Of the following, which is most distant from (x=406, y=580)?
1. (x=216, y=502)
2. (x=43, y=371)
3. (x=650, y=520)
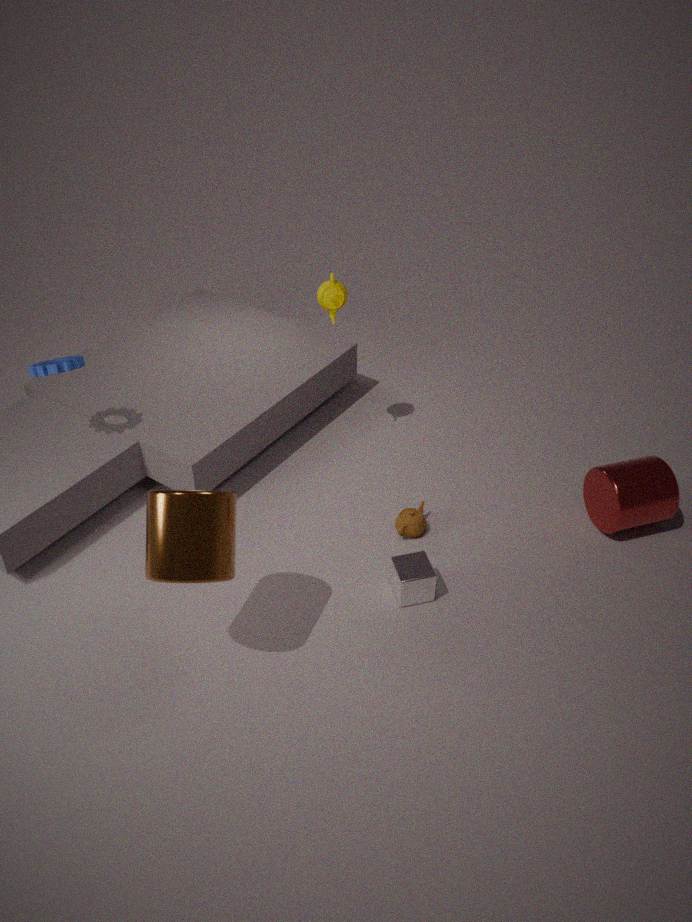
(x=43, y=371)
